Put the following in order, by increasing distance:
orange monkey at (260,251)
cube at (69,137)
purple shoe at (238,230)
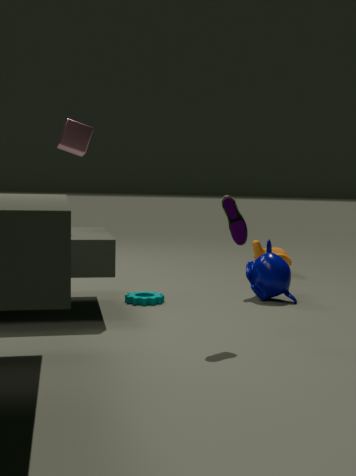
purple shoe at (238,230) → cube at (69,137) → orange monkey at (260,251)
